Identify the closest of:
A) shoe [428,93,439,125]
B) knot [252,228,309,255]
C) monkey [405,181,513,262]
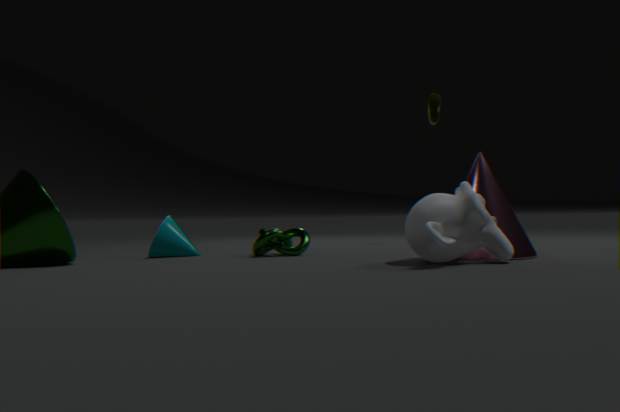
monkey [405,181,513,262]
